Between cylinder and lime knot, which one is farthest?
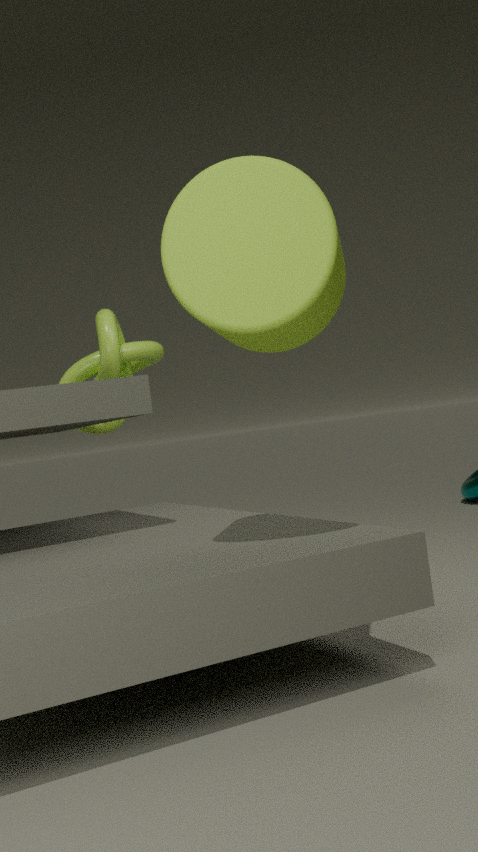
lime knot
